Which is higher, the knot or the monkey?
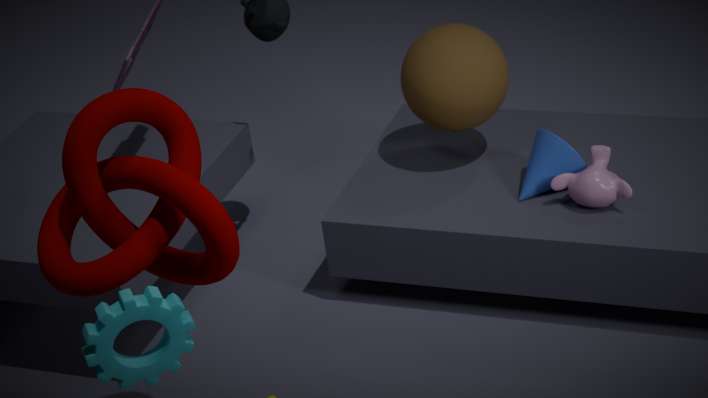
the knot
